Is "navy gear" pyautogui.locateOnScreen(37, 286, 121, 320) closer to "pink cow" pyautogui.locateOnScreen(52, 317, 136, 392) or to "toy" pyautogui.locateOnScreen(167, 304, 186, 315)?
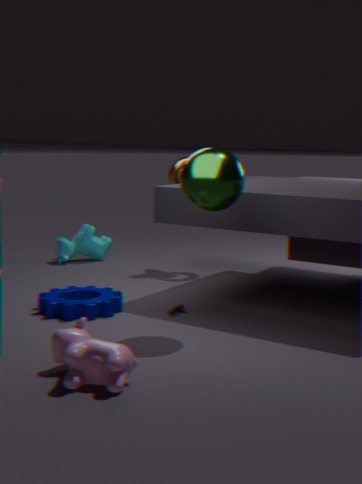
"toy" pyautogui.locateOnScreen(167, 304, 186, 315)
